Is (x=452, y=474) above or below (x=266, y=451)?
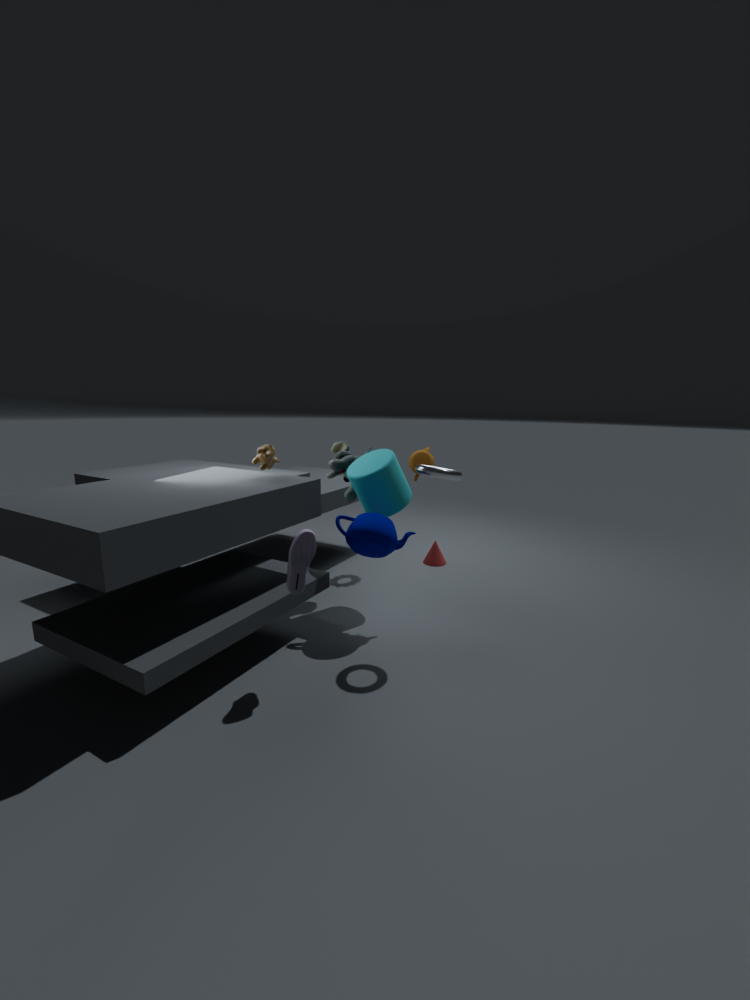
below
